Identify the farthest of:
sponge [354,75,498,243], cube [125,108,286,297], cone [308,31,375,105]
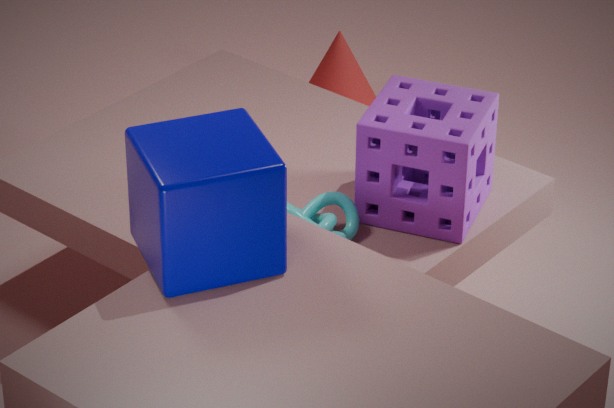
cone [308,31,375,105]
